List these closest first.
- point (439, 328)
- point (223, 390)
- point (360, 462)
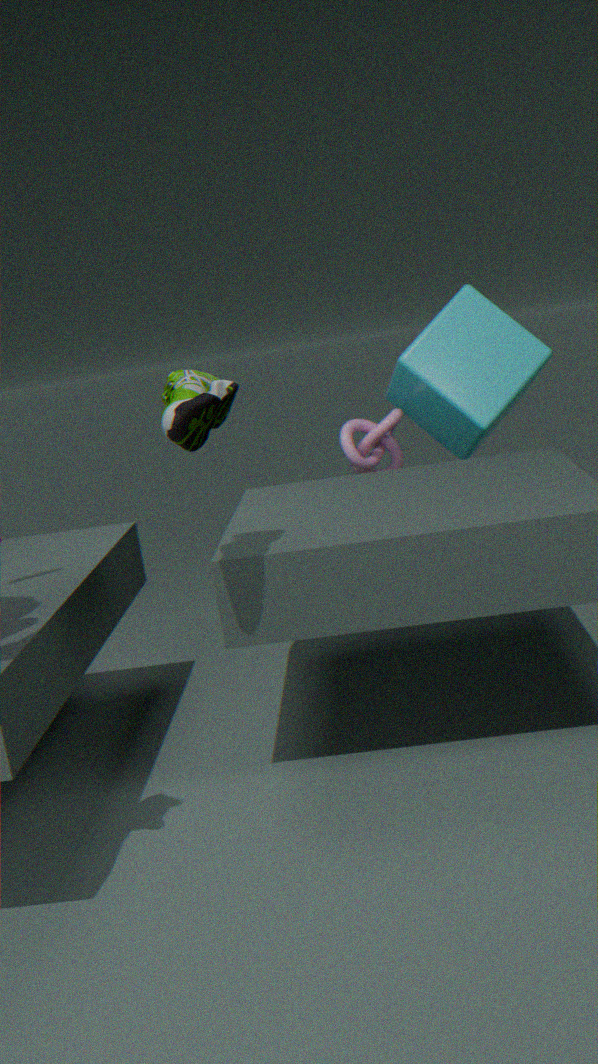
point (223, 390), point (439, 328), point (360, 462)
